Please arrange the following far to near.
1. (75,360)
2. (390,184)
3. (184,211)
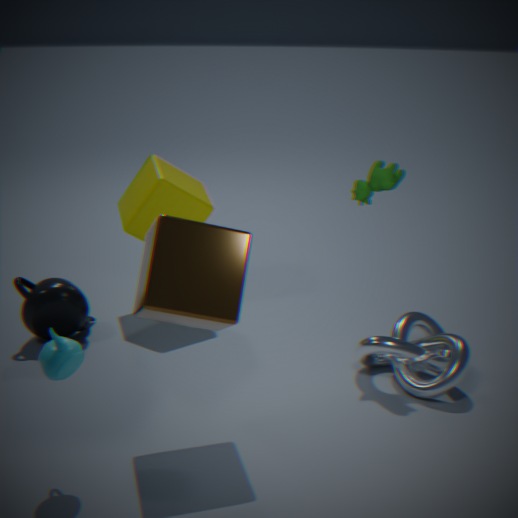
(184,211), (390,184), (75,360)
